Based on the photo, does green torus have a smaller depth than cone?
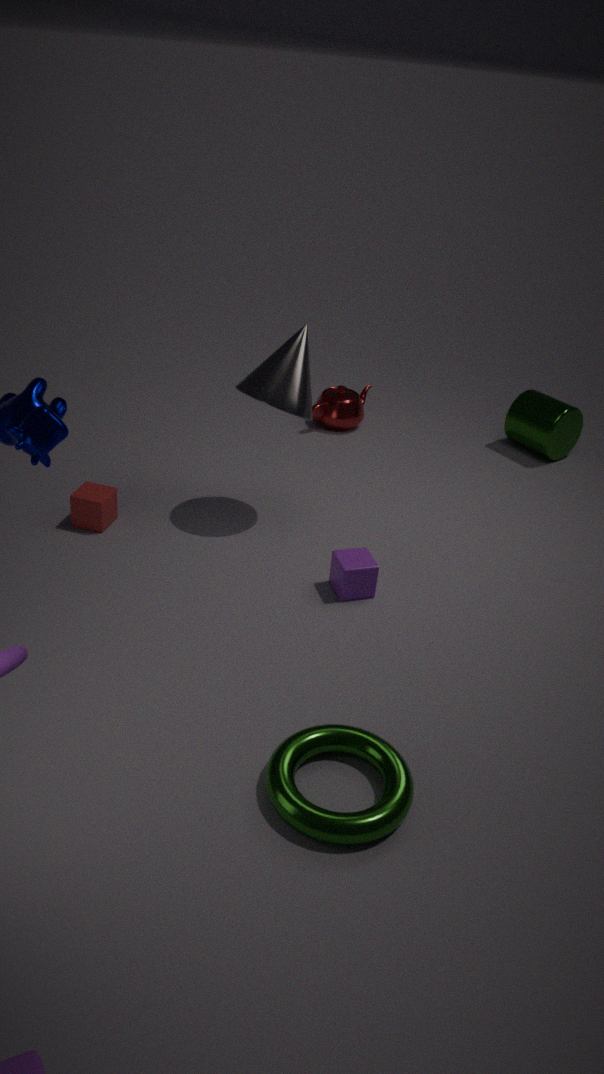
Yes
